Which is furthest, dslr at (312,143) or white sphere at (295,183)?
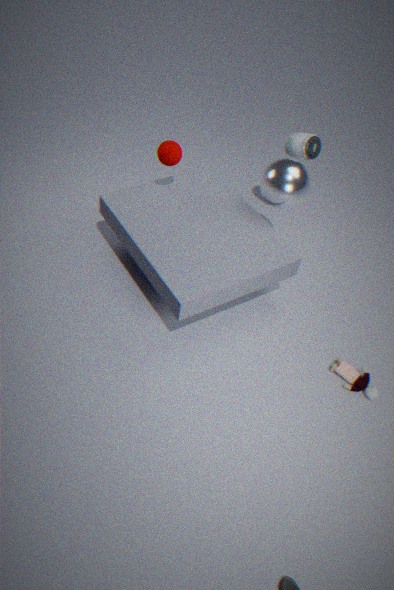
dslr at (312,143)
